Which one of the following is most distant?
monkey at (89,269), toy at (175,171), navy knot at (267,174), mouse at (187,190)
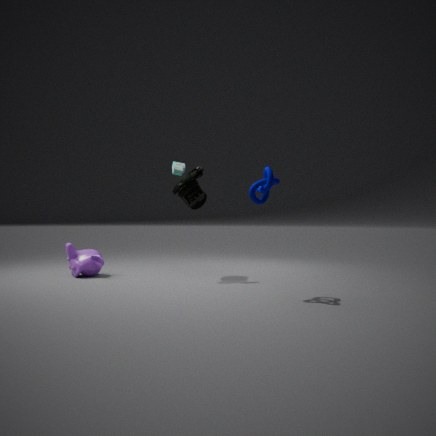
toy at (175,171)
